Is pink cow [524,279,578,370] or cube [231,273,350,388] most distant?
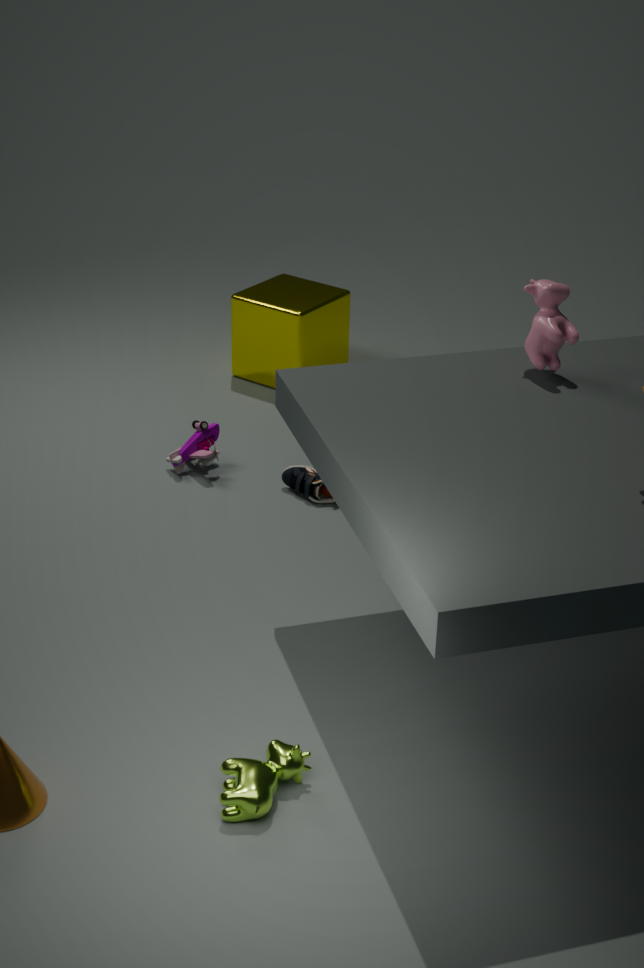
cube [231,273,350,388]
